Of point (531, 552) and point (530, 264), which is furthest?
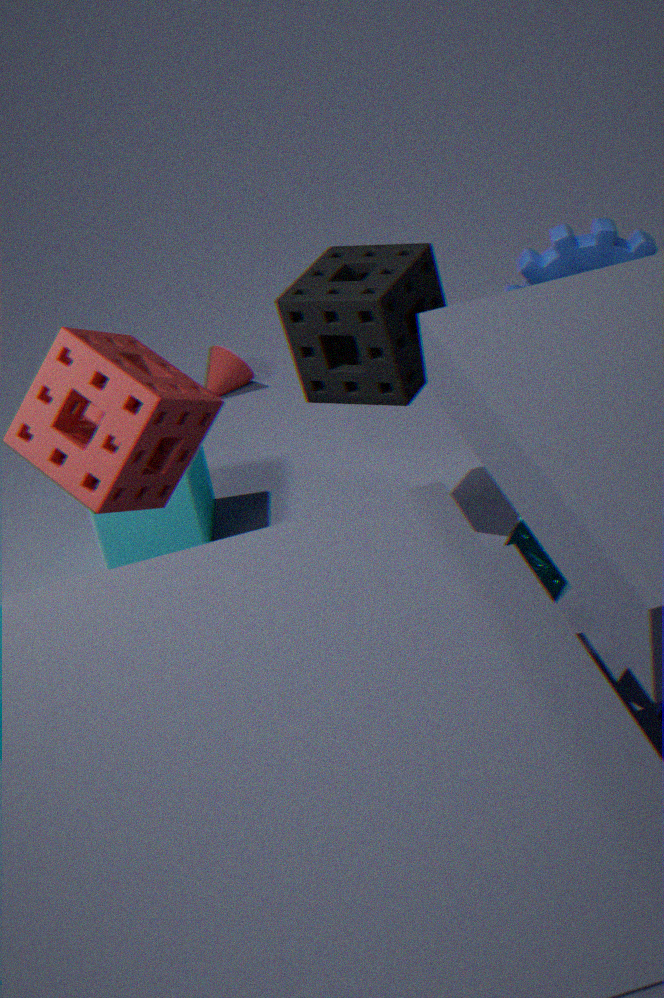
point (530, 264)
